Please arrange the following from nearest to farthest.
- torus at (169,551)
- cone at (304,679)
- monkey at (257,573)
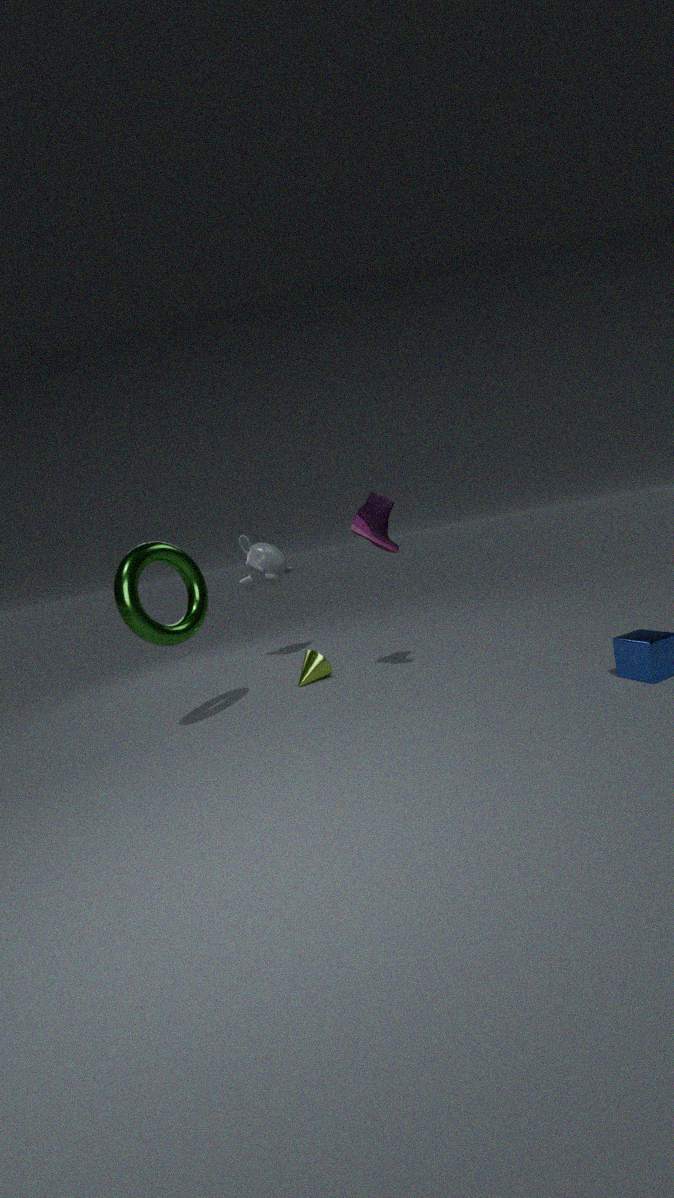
1. torus at (169,551)
2. cone at (304,679)
3. monkey at (257,573)
